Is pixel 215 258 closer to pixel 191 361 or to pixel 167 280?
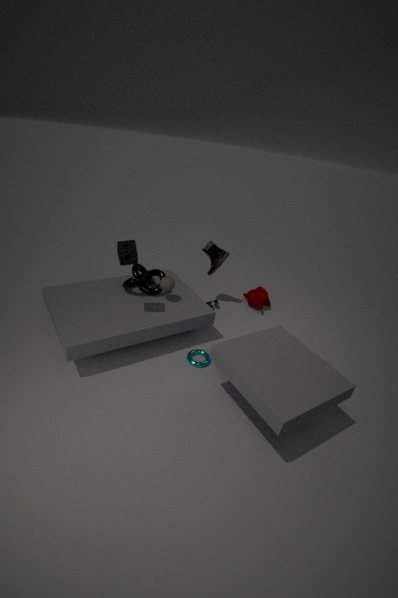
pixel 167 280
